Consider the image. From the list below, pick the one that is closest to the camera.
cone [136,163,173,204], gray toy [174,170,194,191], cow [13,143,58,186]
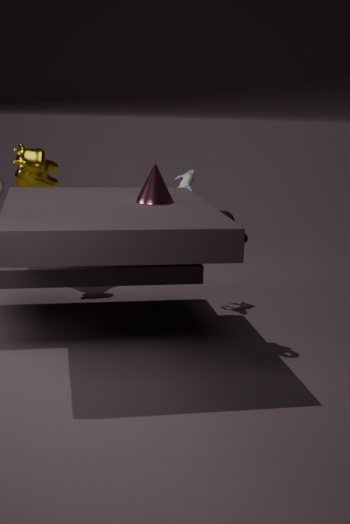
cone [136,163,173,204]
